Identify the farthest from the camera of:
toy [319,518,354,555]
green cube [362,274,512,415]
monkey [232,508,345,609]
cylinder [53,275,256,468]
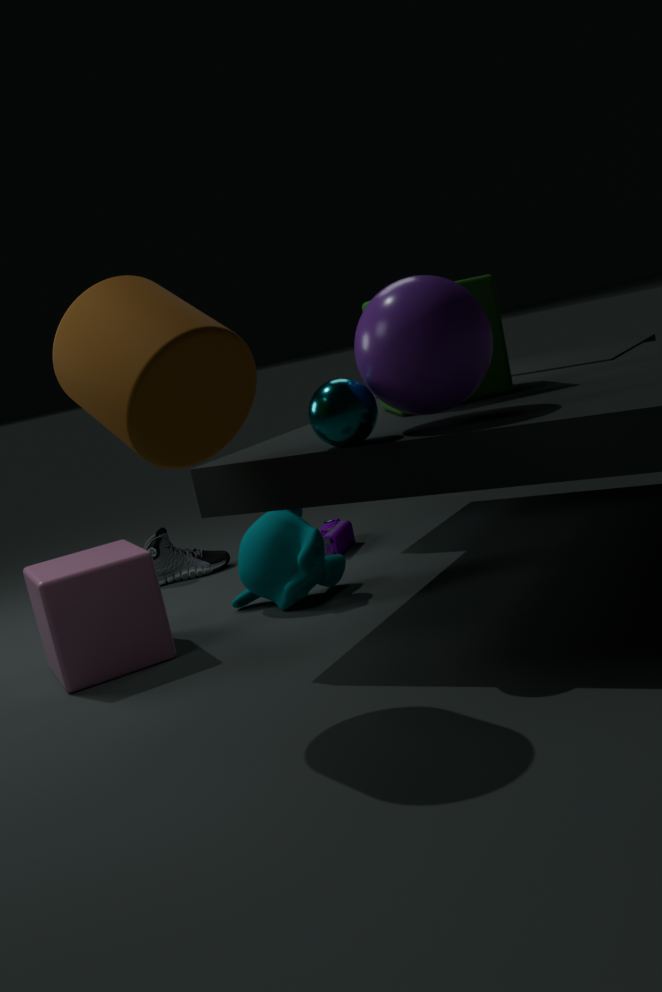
toy [319,518,354,555]
